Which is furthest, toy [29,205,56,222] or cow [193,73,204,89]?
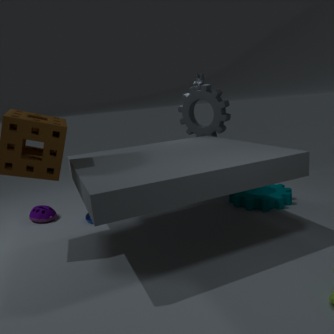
cow [193,73,204,89]
